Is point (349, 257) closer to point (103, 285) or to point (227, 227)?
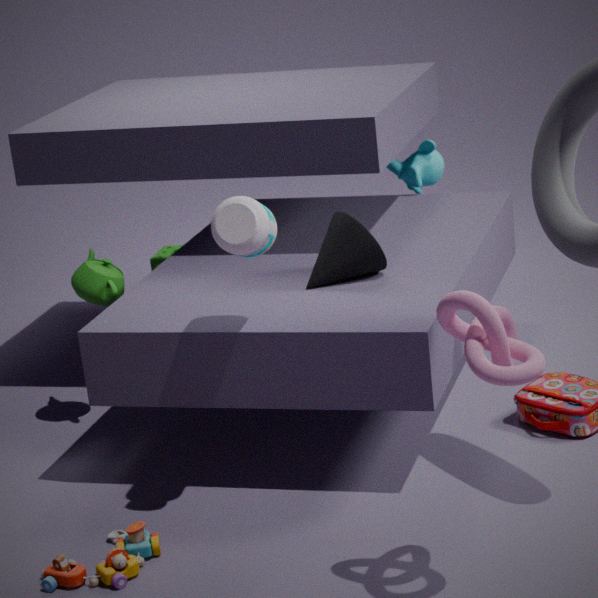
point (227, 227)
